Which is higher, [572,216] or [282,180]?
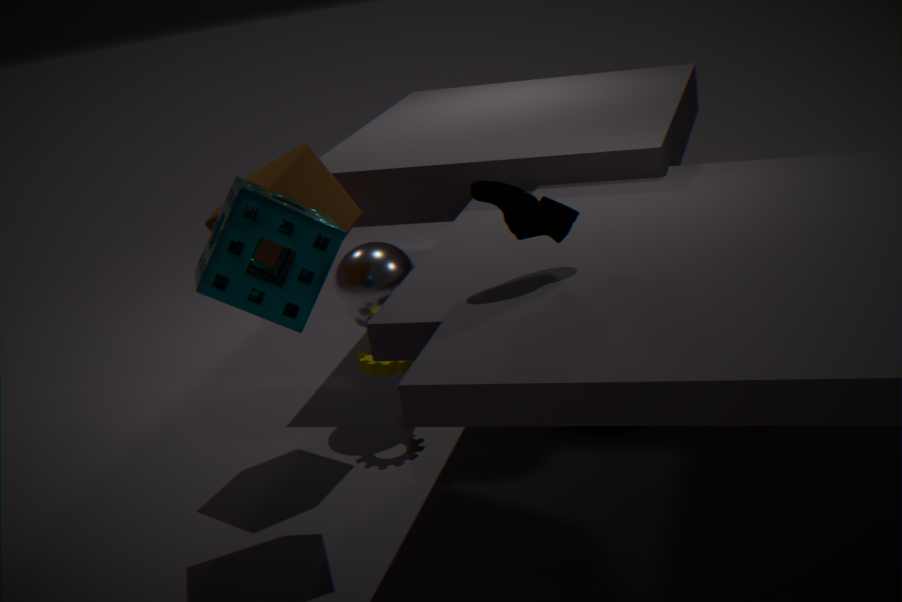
[572,216]
